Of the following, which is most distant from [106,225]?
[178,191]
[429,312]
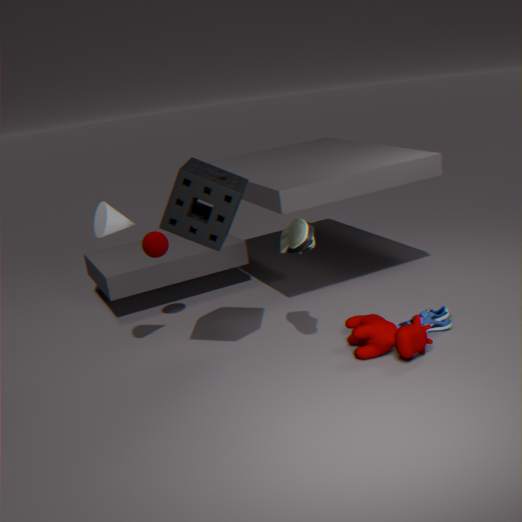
[429,312]
